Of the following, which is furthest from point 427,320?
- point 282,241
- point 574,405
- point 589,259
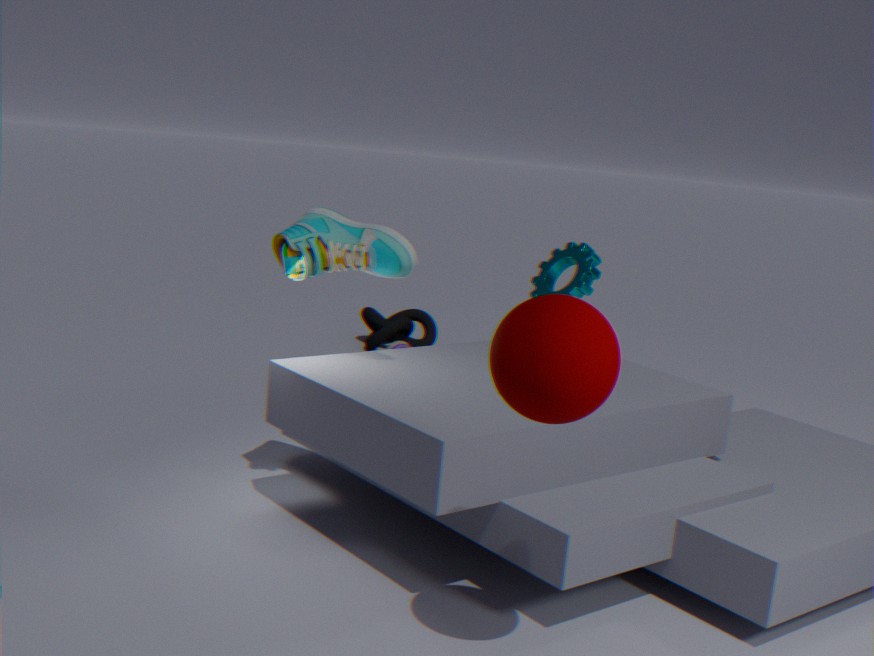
point 574,405
